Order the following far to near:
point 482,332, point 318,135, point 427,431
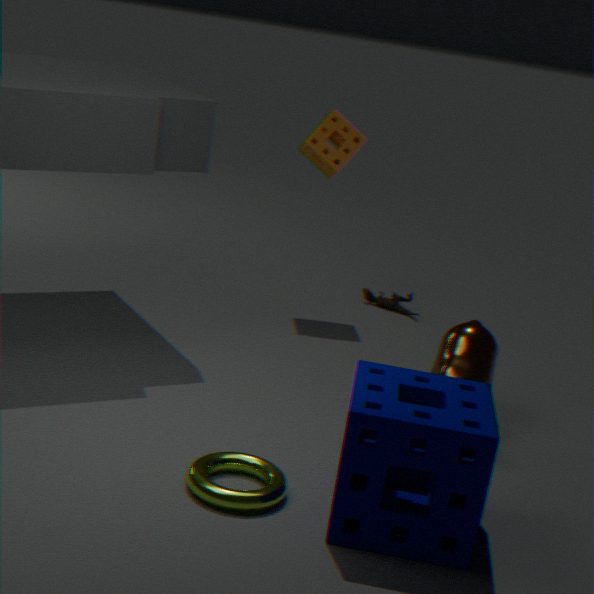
point 318,135, point 482,332, point 427,431
